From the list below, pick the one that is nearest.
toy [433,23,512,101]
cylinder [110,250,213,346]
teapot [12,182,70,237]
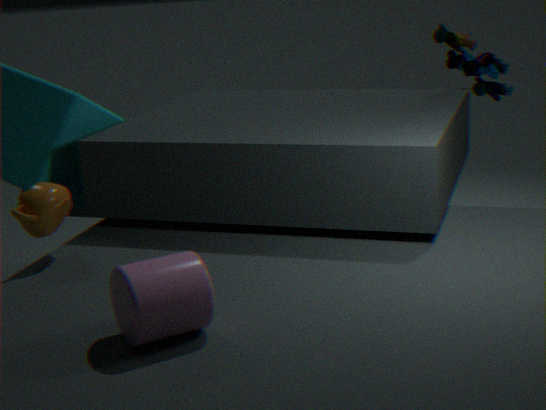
cylinder [110,250,213,346]
